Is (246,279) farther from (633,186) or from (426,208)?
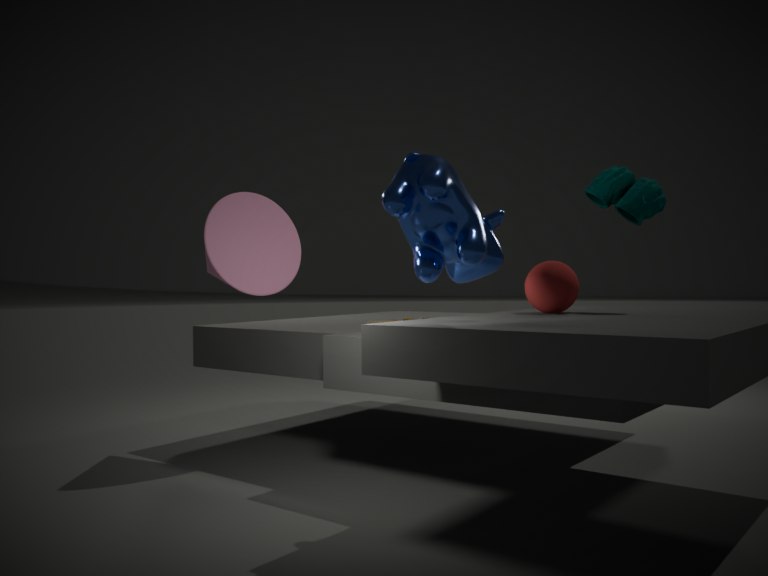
(633,186)
